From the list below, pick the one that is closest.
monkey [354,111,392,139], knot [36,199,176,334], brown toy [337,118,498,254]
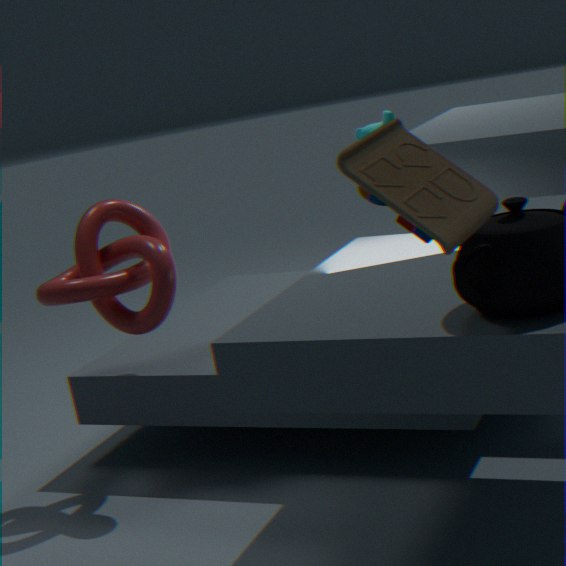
brown toy [337,118,498,254]
